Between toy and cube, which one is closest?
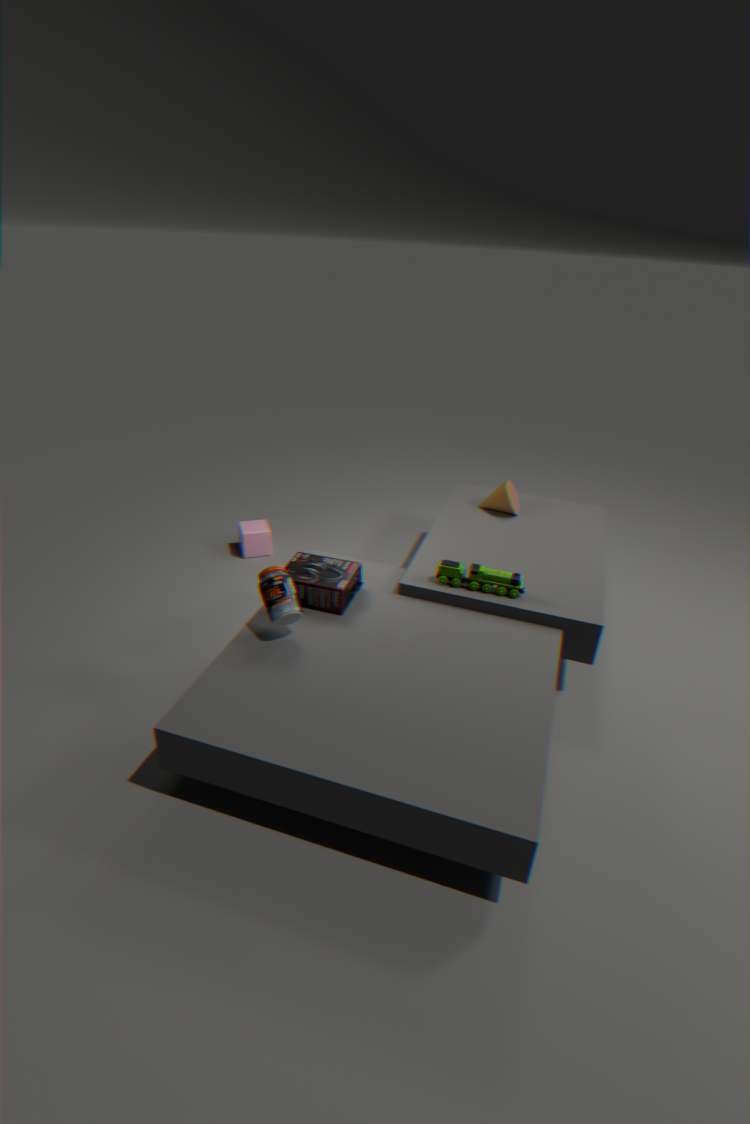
toy
